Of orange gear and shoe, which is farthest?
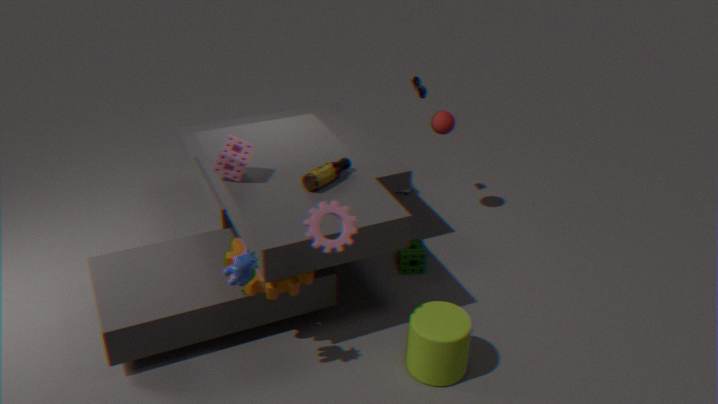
shoe
